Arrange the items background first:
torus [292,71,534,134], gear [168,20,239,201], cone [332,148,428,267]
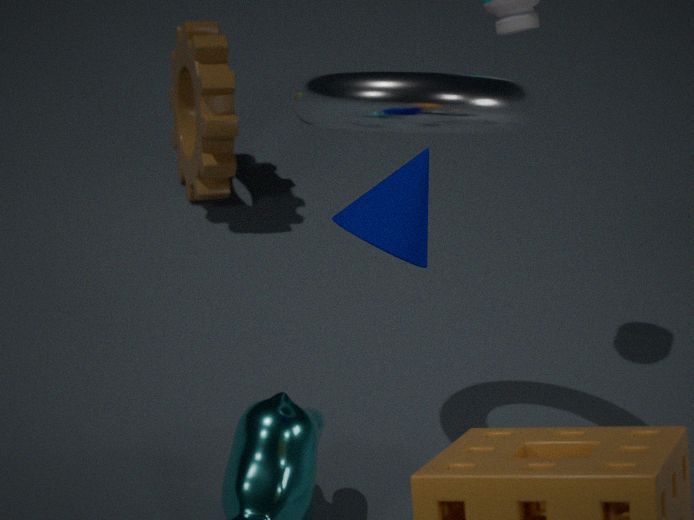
gear [168,20,239,201] → torus [292,71,534,134] → cone [332,148,428,267]
